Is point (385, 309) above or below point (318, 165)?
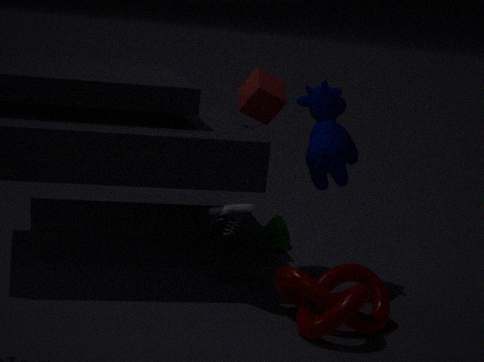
below
